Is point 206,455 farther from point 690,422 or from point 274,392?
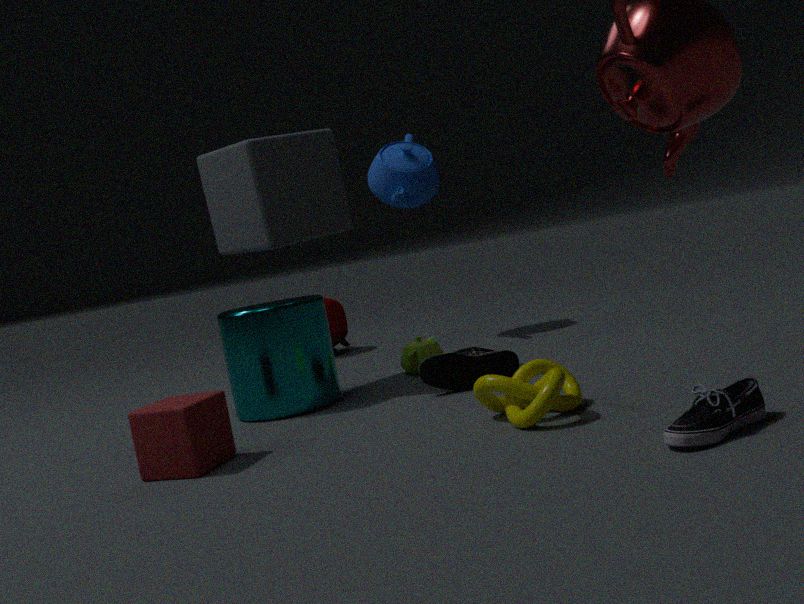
point 690,422
